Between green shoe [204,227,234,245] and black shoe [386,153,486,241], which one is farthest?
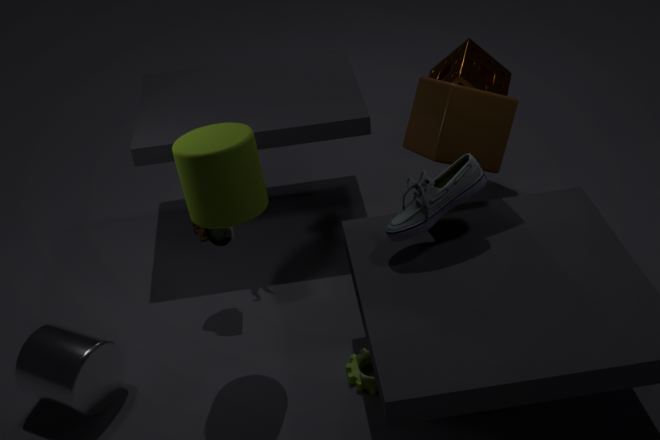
green shoe [204,227,234,245]
